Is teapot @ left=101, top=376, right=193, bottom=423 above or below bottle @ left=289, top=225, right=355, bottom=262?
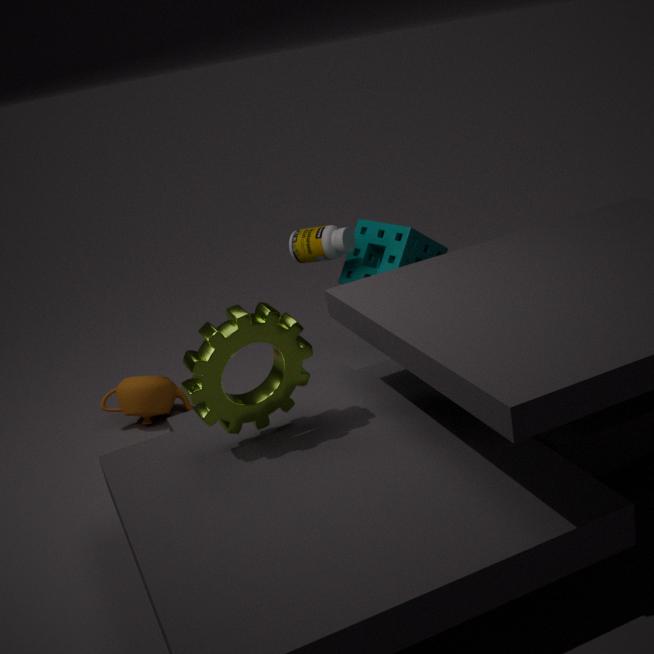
below
